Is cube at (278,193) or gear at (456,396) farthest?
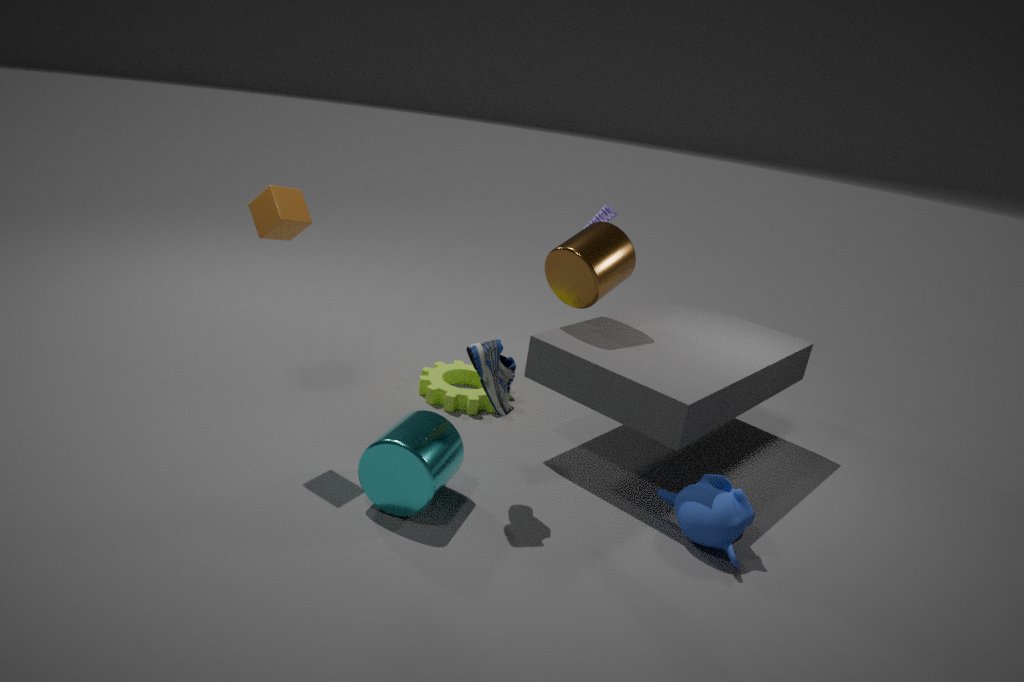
gear at (456,396)
